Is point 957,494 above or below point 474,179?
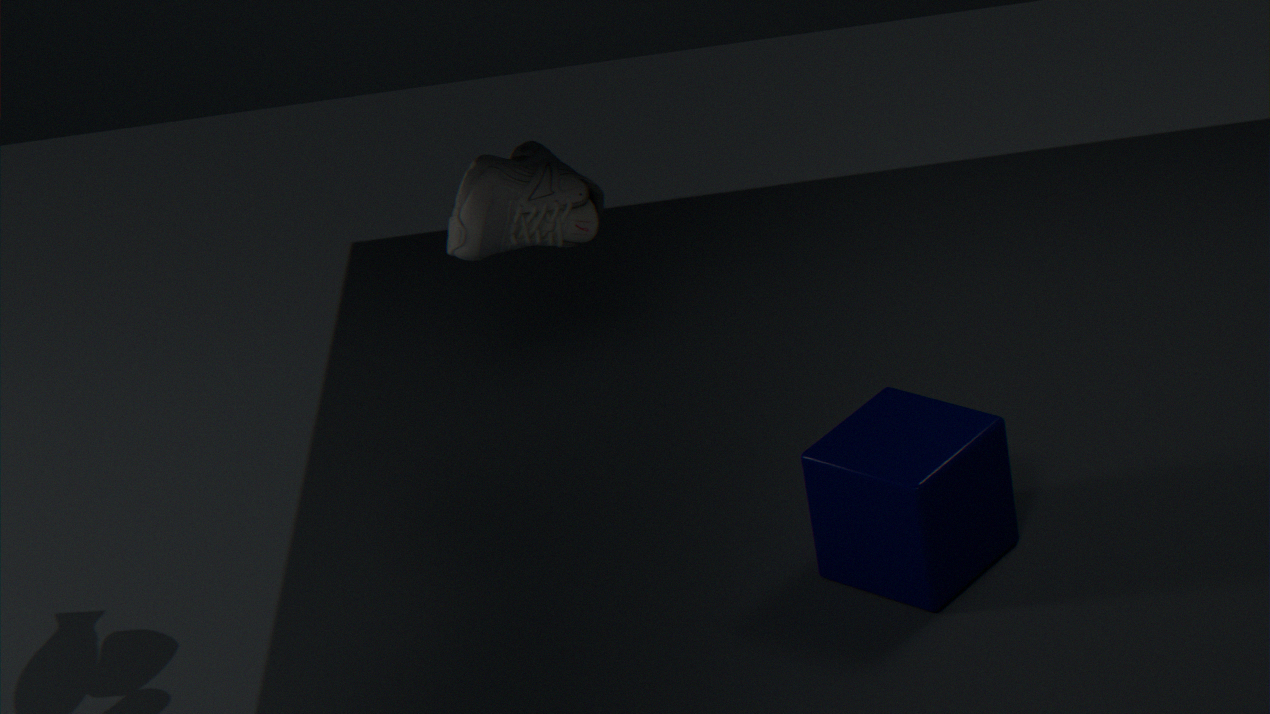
below
